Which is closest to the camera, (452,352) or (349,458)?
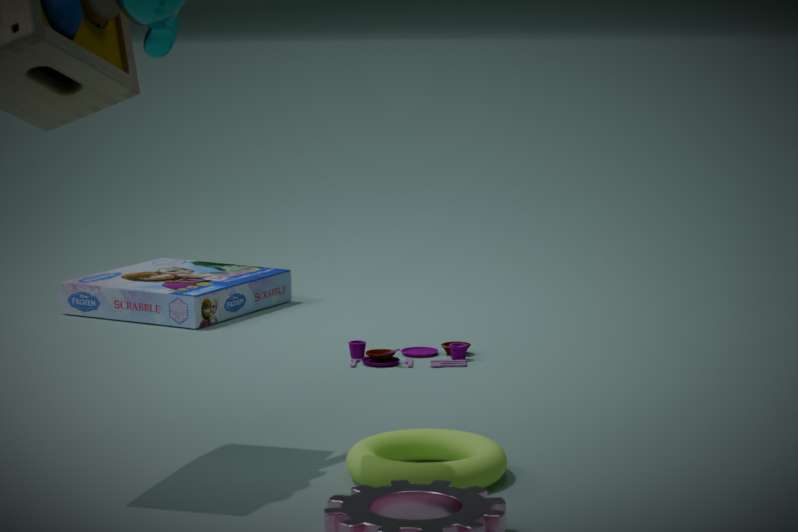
(349,458)
